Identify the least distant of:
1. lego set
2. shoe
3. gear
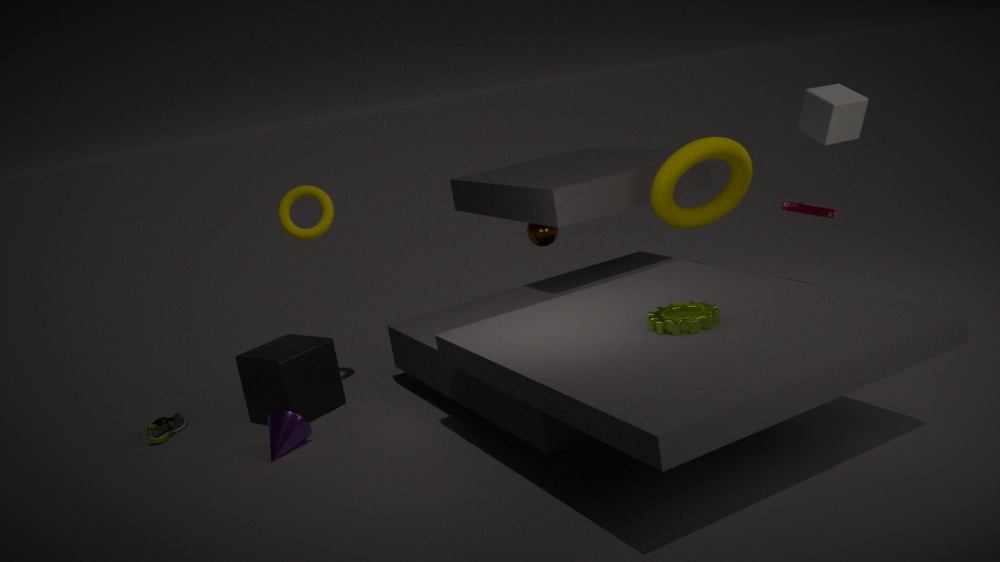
gear
